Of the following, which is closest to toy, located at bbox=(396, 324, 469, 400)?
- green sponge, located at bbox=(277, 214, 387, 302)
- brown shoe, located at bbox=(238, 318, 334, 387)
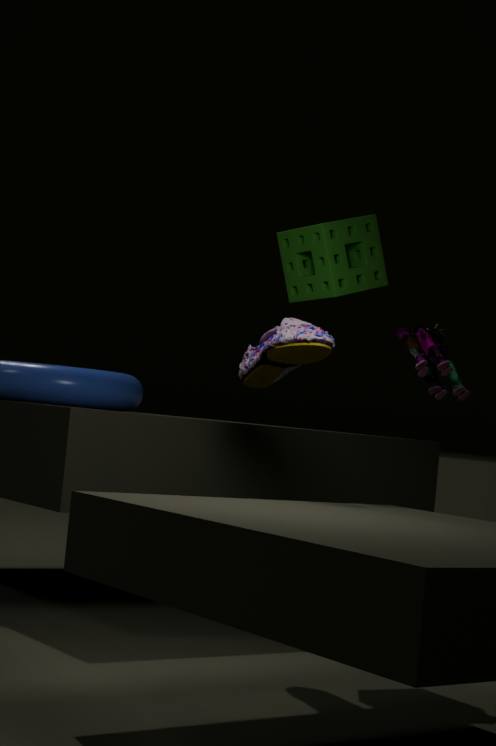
green sponge, located at bbox=(277, 214, 387, 302)
